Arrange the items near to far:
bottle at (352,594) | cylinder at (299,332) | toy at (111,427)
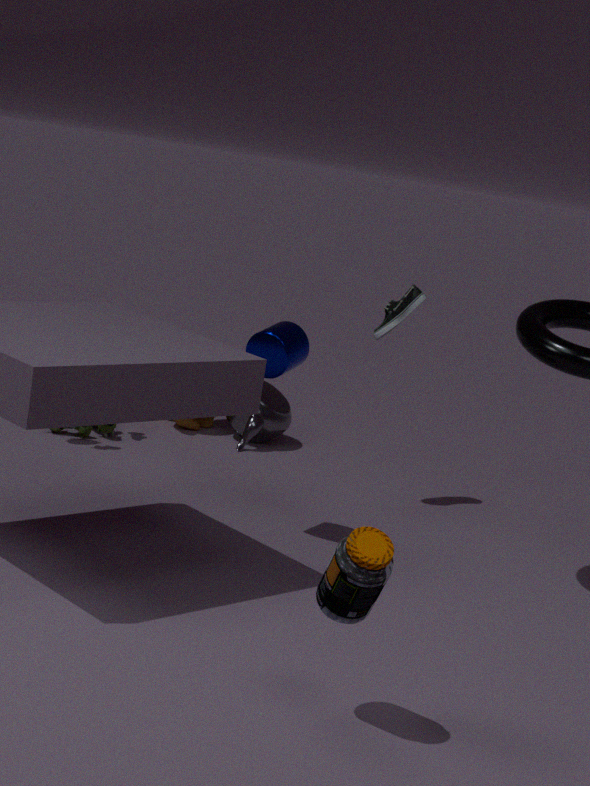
bottle at (352,594), cylinder at (299,332), toy at (111,427)
